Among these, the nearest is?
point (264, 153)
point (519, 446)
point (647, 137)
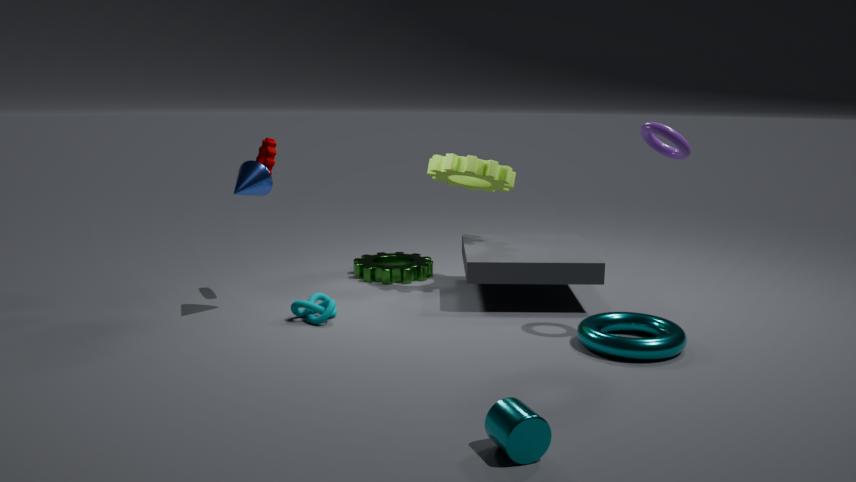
point (519, 446)
